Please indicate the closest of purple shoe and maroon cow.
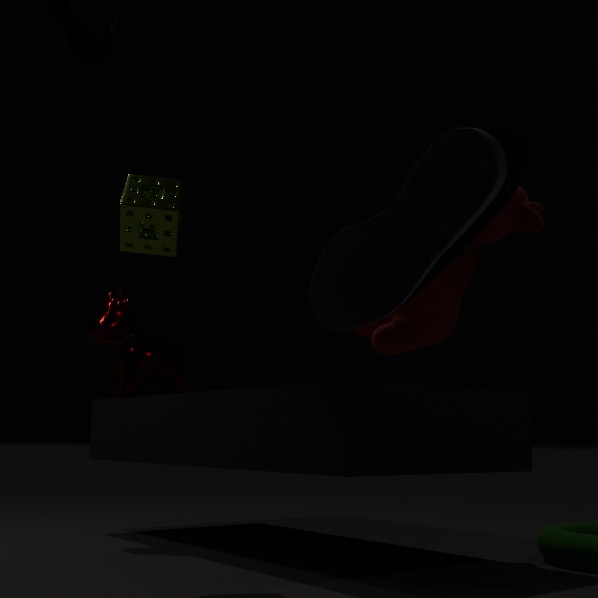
purple shoe
